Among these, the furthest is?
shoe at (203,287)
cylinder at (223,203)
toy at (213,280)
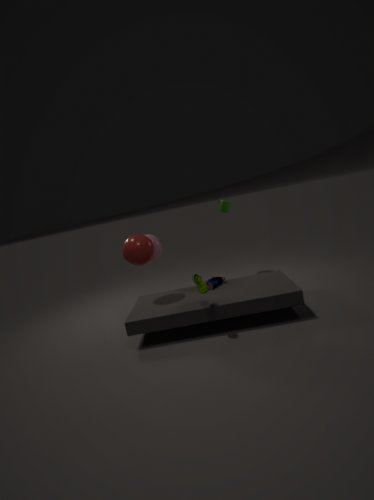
cylinder at (223,203)
